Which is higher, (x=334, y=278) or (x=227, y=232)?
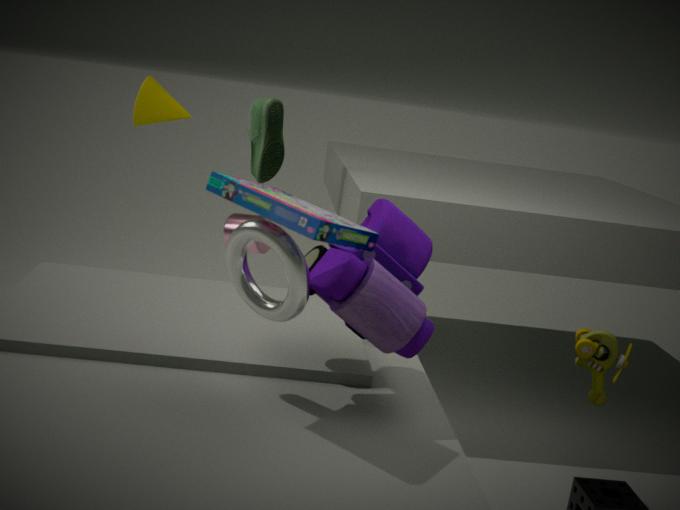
(x=334, y=278)
